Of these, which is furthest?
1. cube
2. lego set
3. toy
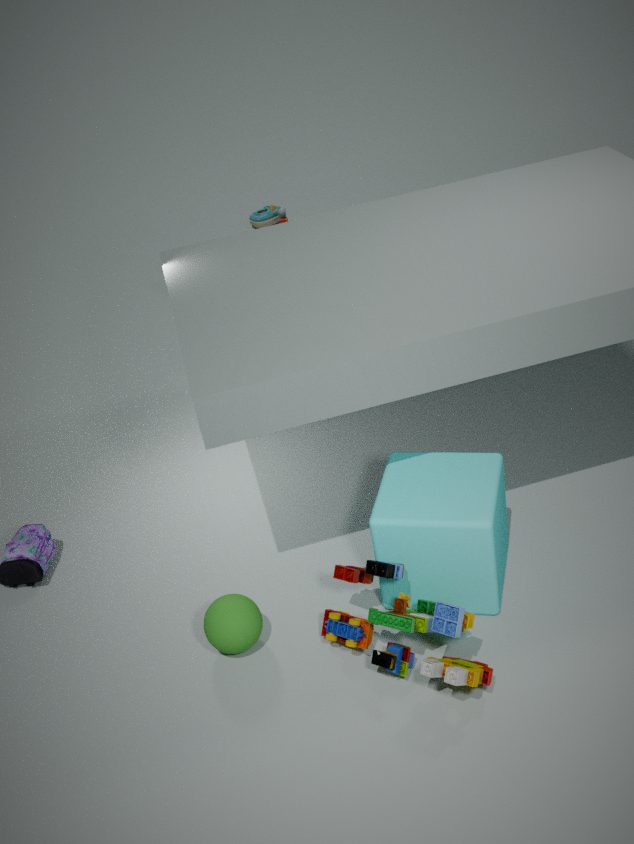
toy
